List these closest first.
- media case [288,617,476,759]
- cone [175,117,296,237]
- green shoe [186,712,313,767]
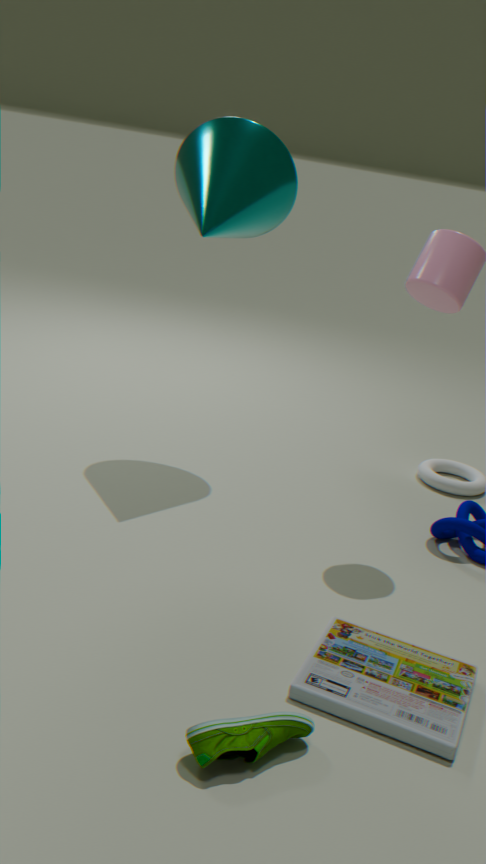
green shoe [186,712,313,767], media case [288,617,476,759], cone [175,117,296,237]
